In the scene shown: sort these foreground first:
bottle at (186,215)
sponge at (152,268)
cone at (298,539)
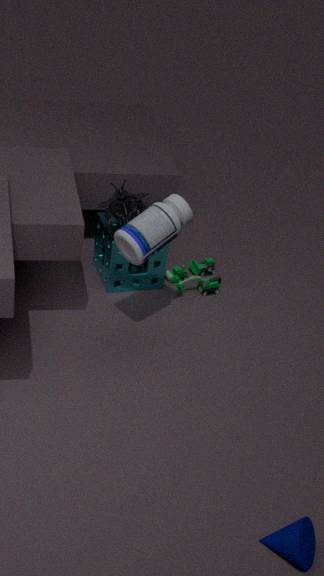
cone at (298,539) → bottle at (186,215) → sponge at (152,268)
